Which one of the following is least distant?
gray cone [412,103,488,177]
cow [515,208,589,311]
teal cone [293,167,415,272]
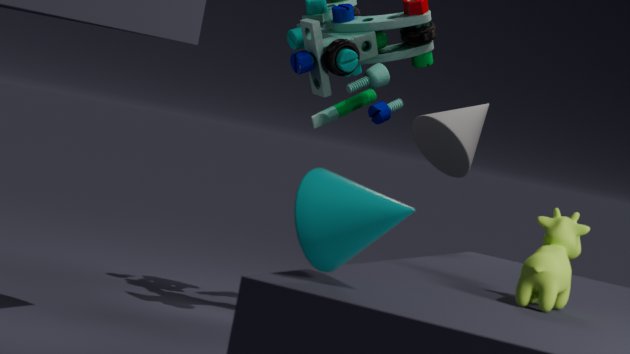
teal cone [293,167,415,272]
